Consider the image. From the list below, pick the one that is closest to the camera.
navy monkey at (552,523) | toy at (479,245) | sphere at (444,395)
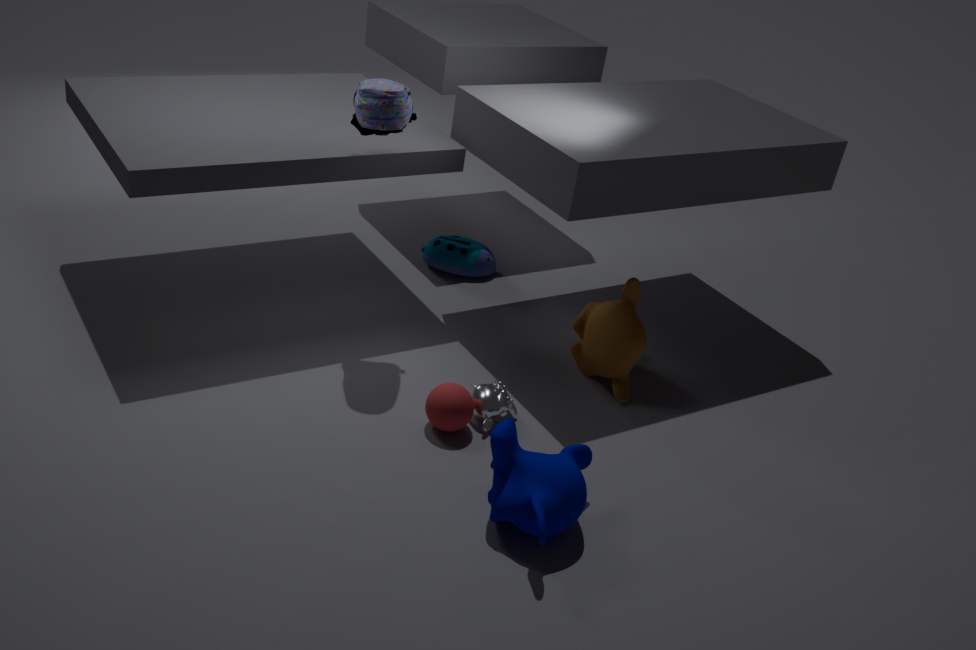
navy monkey at (552,523)
